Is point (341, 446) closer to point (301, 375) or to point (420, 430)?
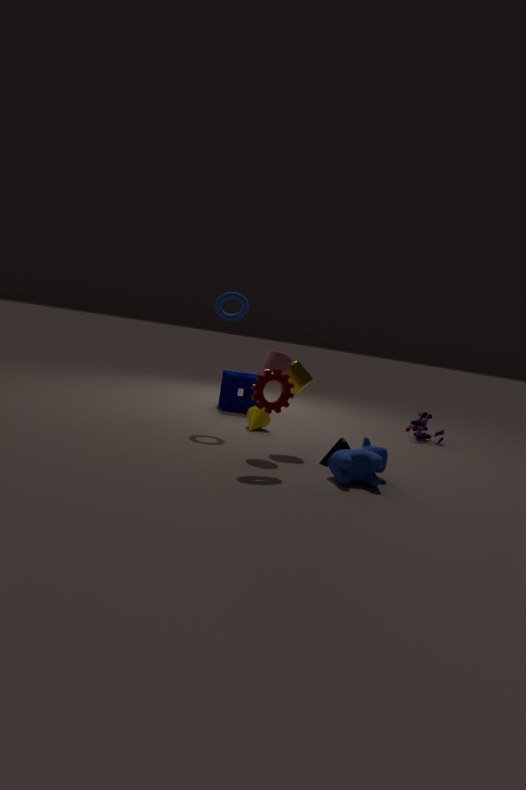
point (301, 375)
